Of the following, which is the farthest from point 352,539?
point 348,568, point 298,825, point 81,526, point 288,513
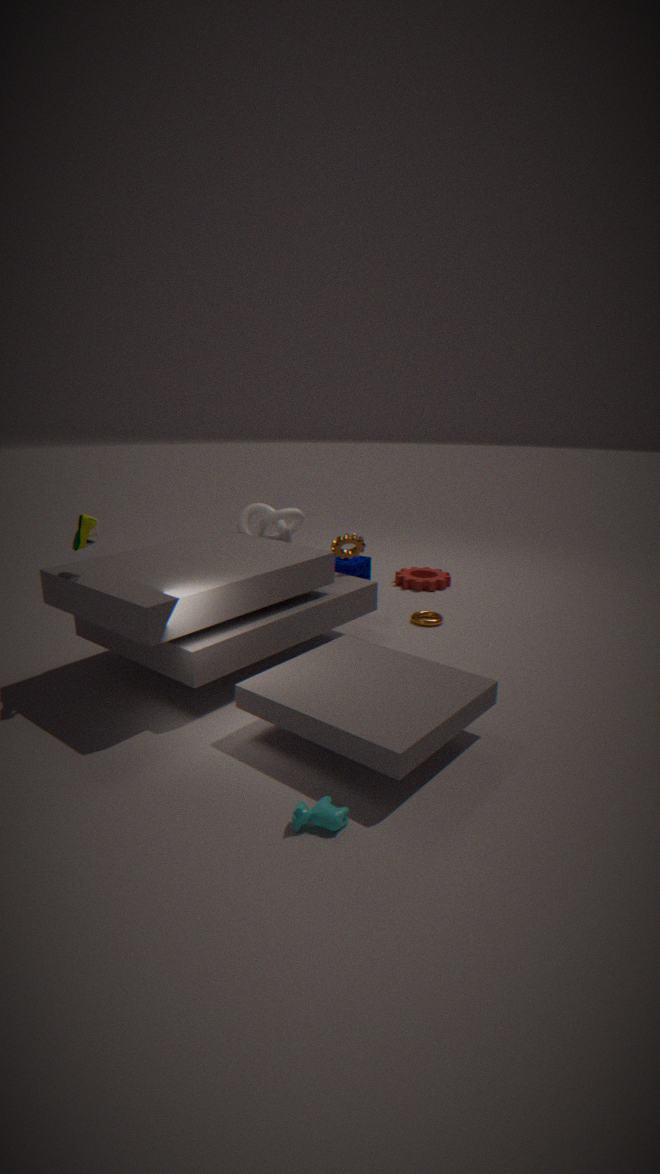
point 298,825
